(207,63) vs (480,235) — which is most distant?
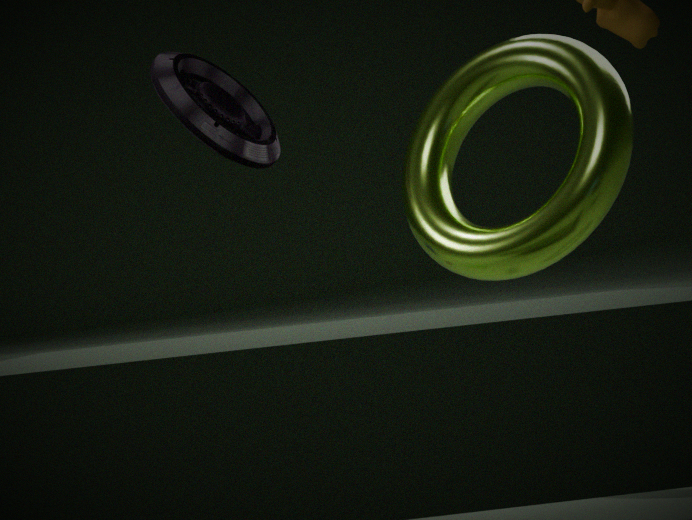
(207,63)
